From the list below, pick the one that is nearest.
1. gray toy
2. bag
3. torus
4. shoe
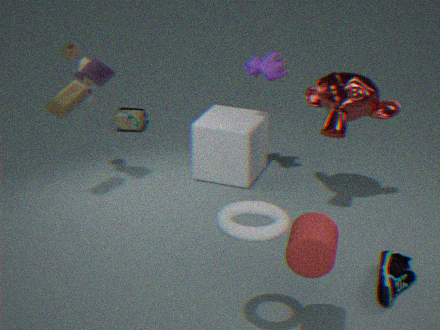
torus
